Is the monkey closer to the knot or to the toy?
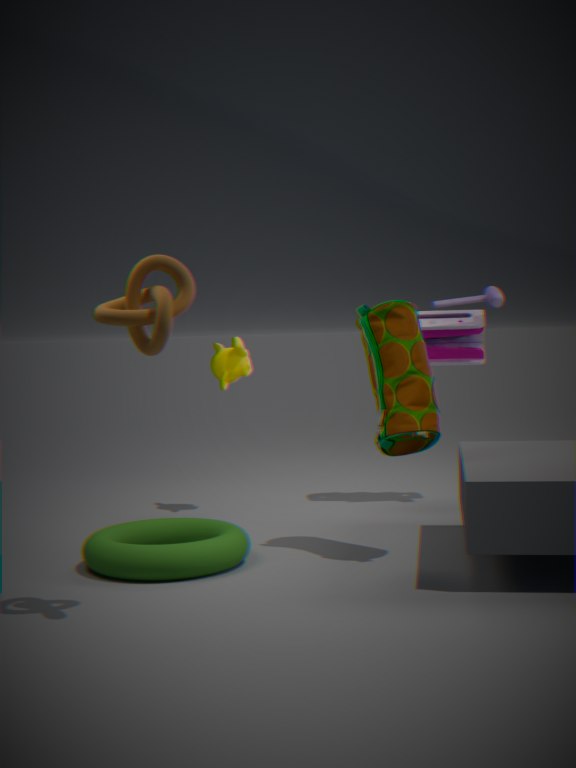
the toy
